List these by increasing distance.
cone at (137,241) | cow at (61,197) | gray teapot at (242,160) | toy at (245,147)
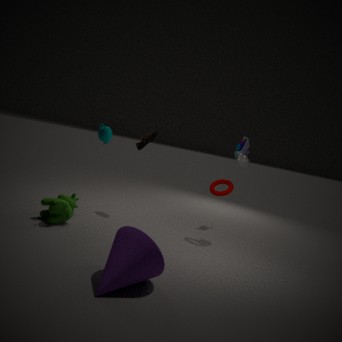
cone at (137,241) → cow at (61,197) → gray teapot at (242,160) → toy at (245,147)
